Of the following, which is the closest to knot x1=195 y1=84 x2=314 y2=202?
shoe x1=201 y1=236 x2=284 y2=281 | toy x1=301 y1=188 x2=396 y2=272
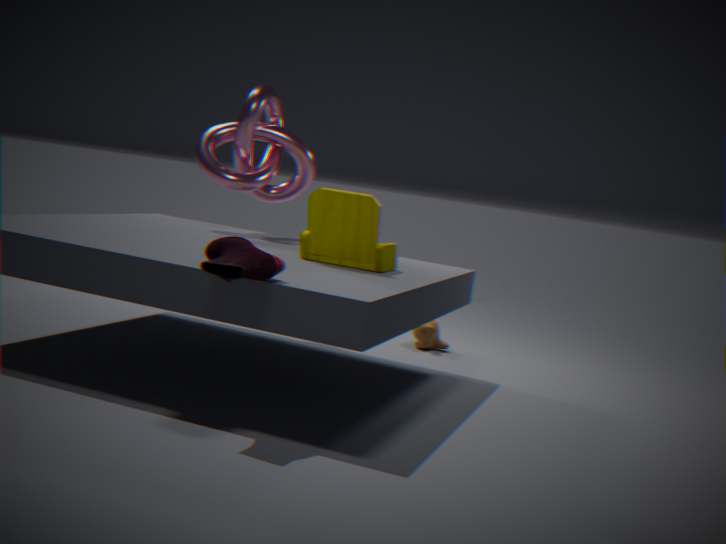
toy x1=301 y1=188 x2=396 y2=272
